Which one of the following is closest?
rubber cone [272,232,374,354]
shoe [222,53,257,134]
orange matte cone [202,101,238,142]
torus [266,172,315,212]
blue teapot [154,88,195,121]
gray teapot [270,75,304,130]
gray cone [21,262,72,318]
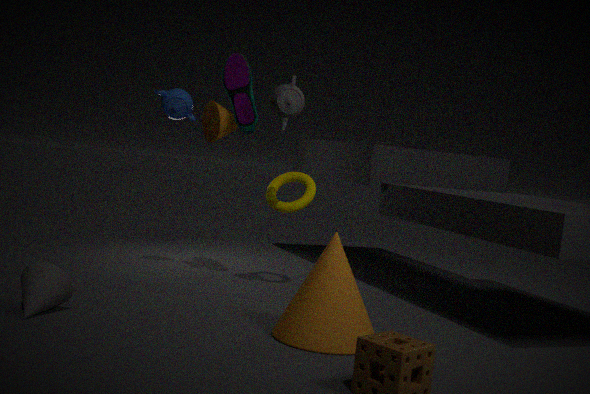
rubber cone [272,232,374,354]
